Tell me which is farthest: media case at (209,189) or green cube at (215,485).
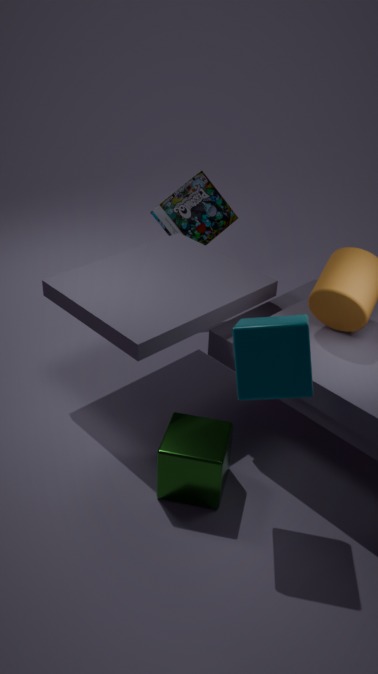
media case at (209,189)
